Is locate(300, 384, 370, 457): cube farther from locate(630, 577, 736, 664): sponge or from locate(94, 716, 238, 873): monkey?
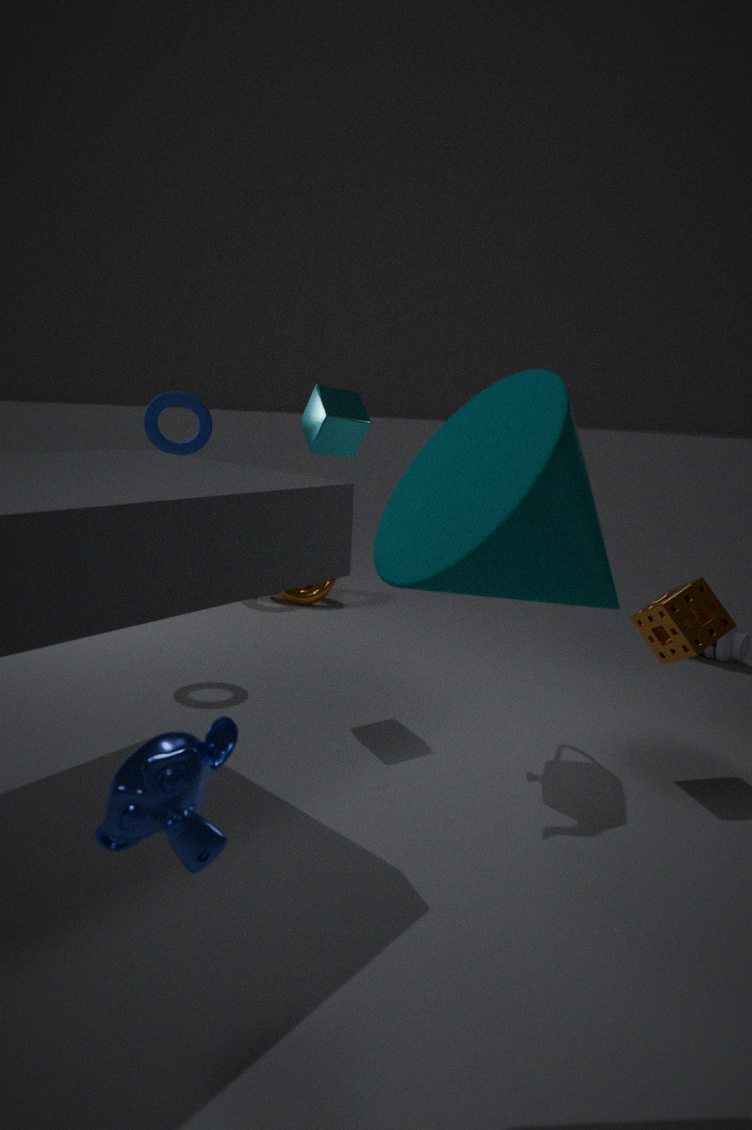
locate(94, 716, 238, 873): monkey
